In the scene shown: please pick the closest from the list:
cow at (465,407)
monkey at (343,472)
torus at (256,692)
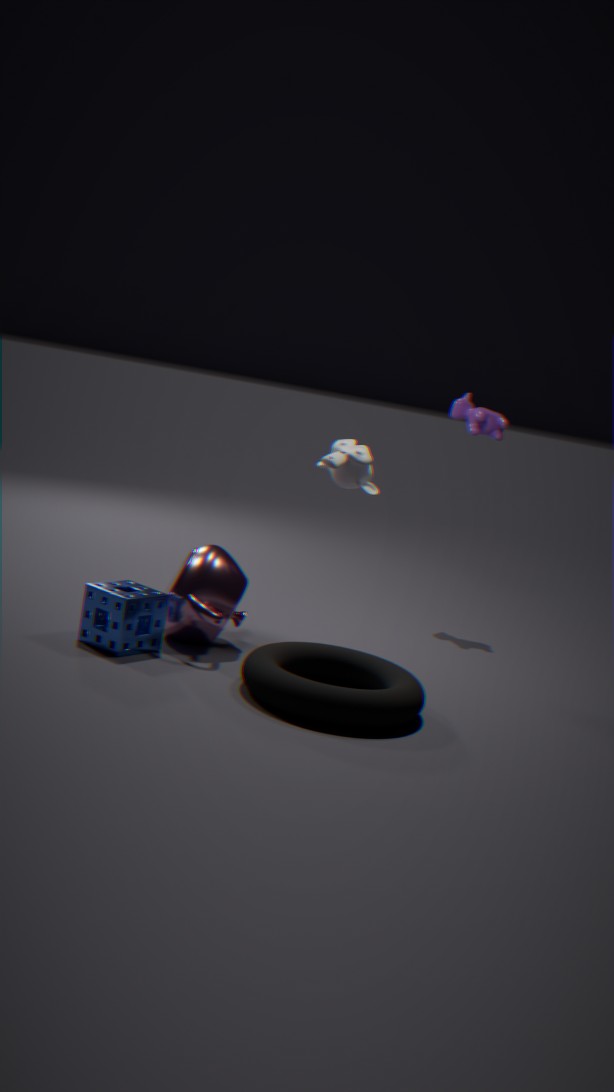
torus at (256,692)
